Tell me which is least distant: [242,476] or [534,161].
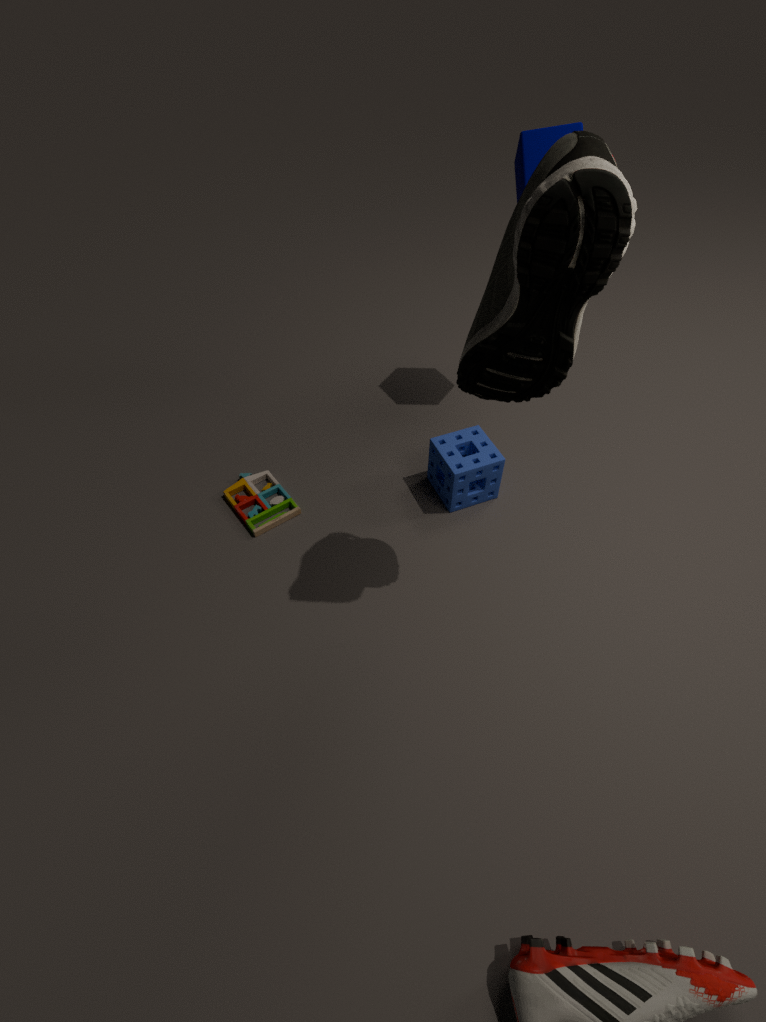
[534,161]
